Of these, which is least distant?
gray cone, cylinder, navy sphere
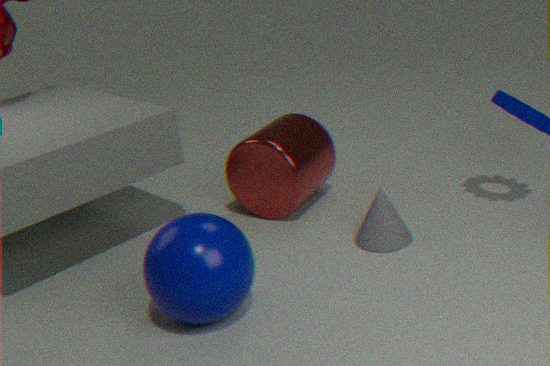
navy sphere
